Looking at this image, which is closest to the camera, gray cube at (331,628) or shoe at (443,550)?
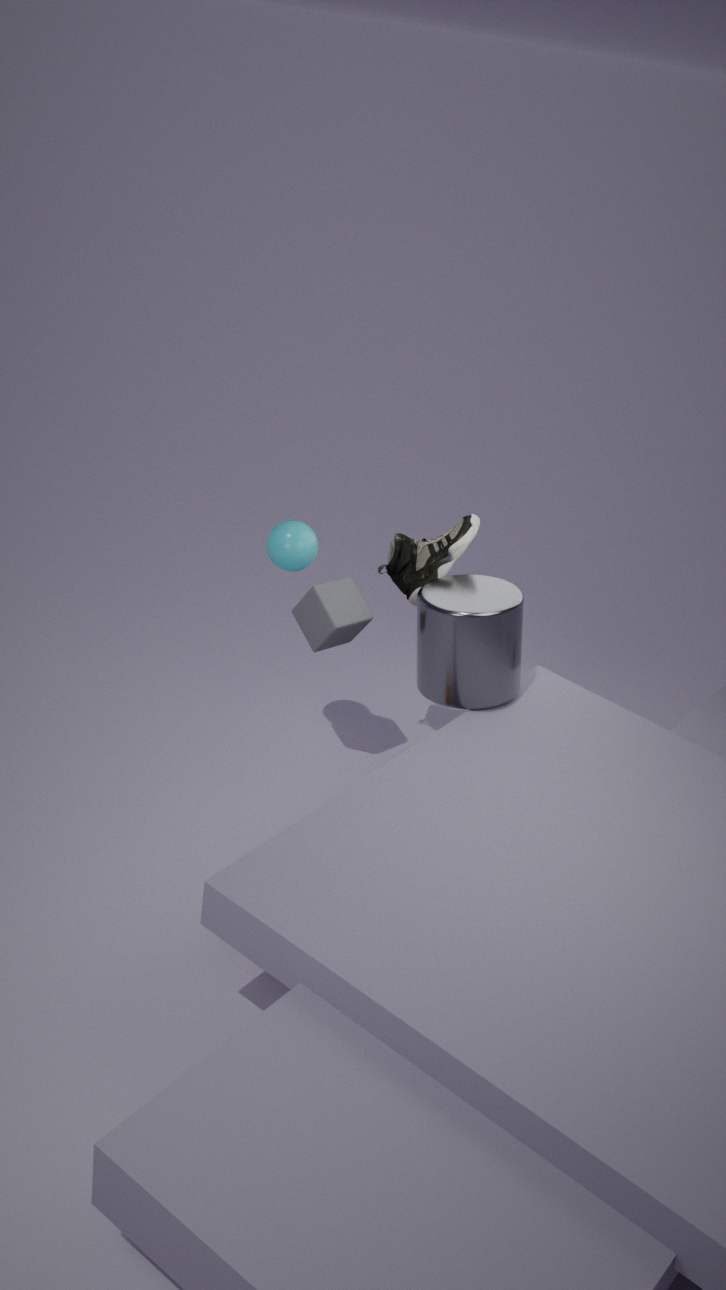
gray cube at (331,628)
